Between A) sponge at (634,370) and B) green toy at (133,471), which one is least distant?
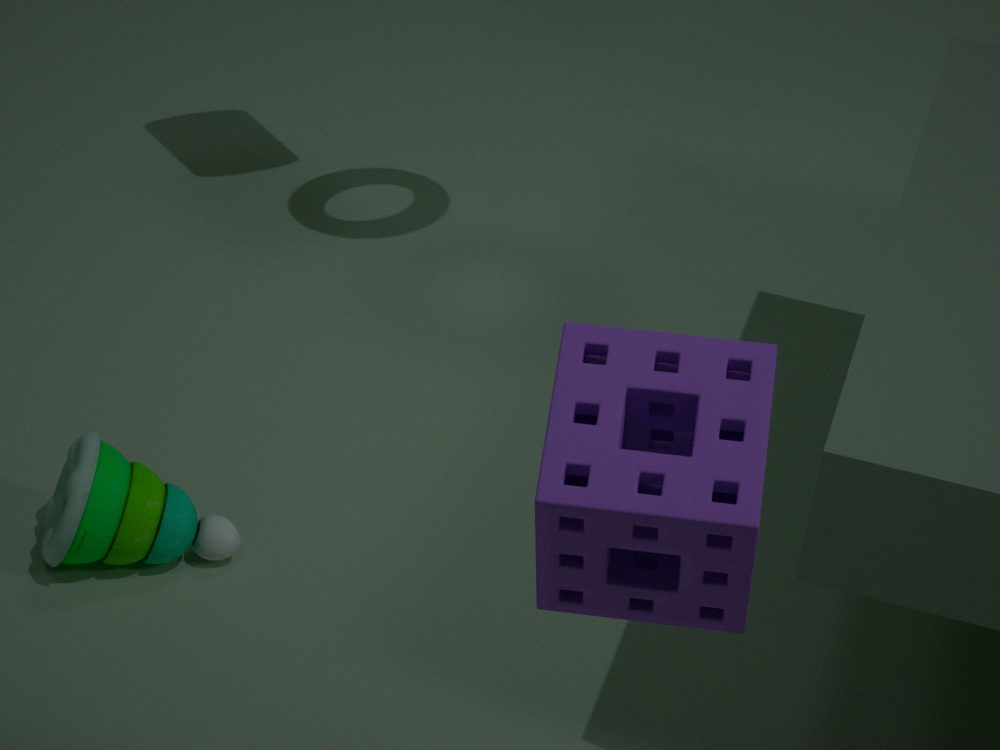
A. sponge at (634,370)
